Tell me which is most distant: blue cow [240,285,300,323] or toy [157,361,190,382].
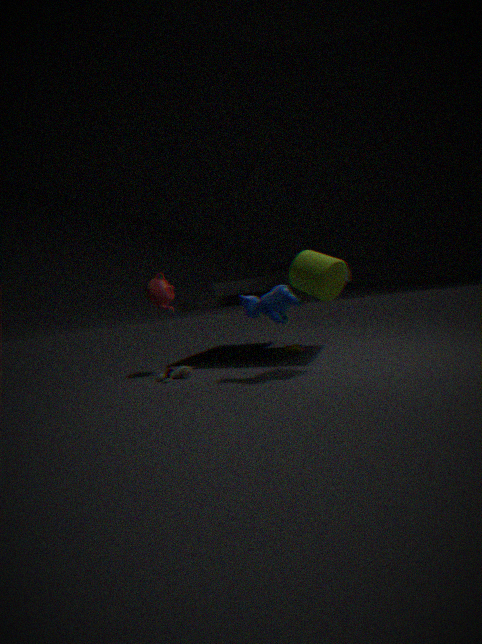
toy [157,361,190,382]
